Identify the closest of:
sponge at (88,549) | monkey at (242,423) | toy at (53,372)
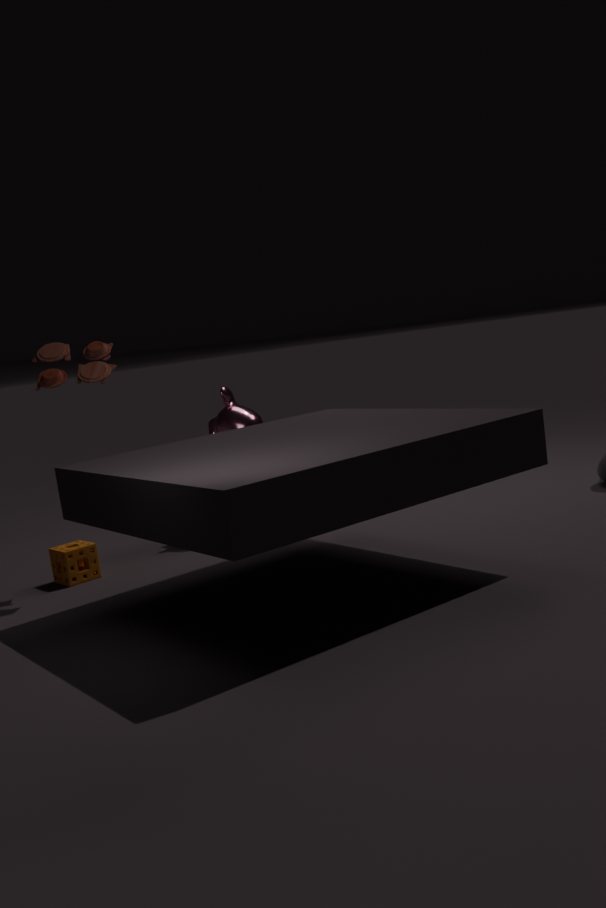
toy at (53,372)
